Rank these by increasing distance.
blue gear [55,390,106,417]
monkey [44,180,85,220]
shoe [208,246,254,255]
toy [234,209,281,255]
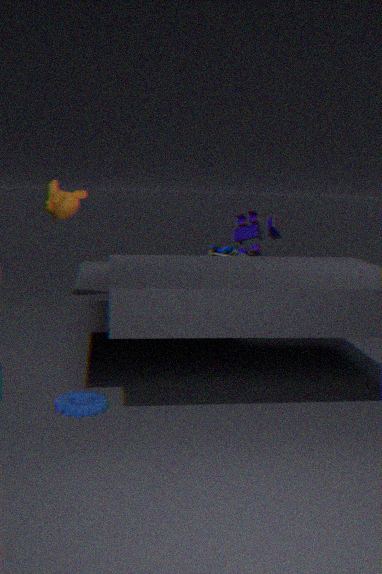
monkey [44,180,85,220] → blue gear [55,390,106,417] → shoe [208,246,254,255] → toy [234,209,281,255]
